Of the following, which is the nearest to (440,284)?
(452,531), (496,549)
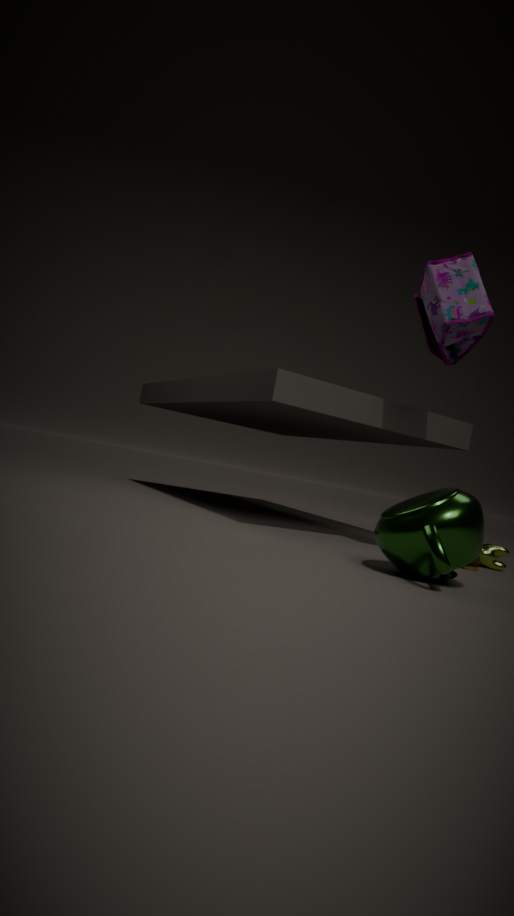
(452,531)
